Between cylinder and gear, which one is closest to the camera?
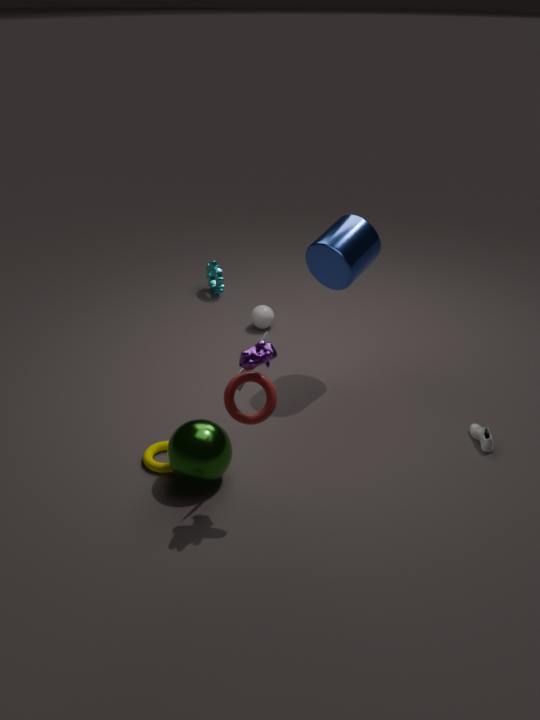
cylinder
